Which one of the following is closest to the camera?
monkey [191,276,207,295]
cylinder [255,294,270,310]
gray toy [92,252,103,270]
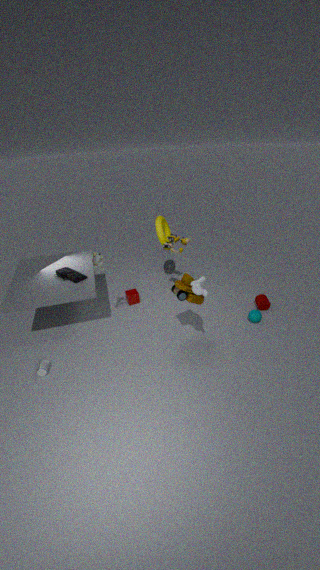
monkey [191,276,207,295]
